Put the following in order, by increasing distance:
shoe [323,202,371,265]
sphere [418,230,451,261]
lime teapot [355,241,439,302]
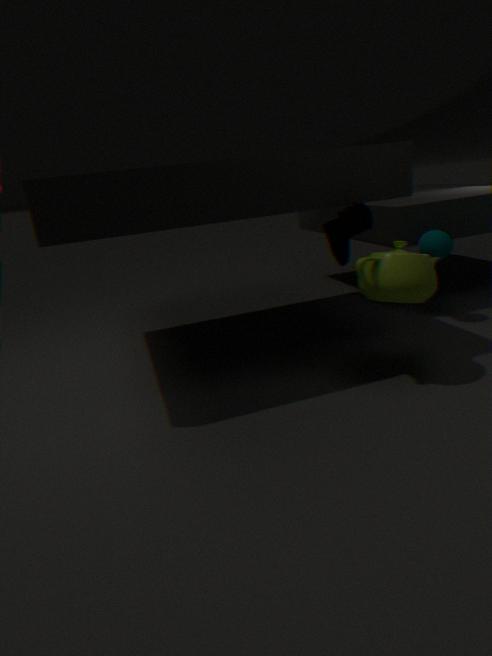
lime teapot [355,241,439,302], shoe [323,202,371,265], sphere [418,230,451,261]
